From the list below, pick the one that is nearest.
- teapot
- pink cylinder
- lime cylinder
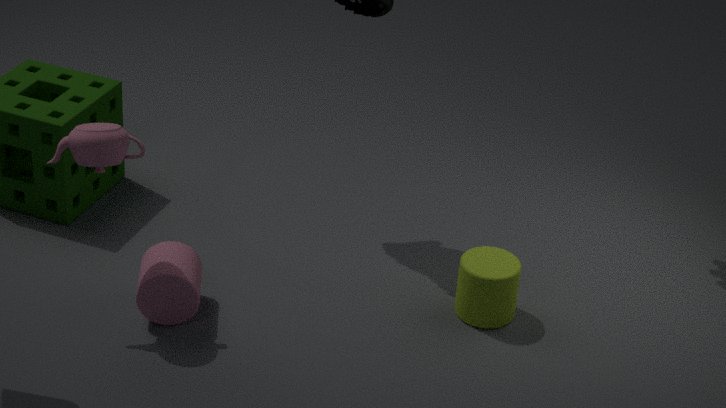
teapot
